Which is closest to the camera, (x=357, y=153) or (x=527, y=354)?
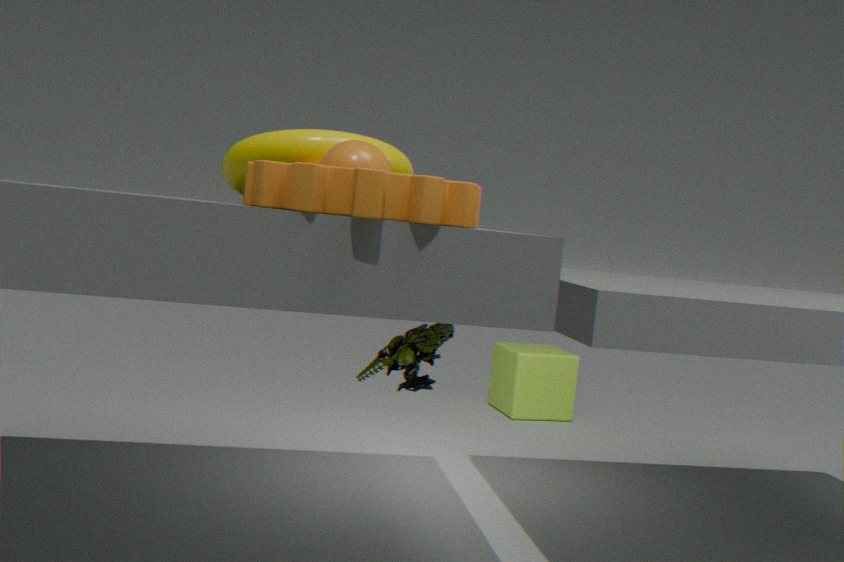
(x=357, y=153)
